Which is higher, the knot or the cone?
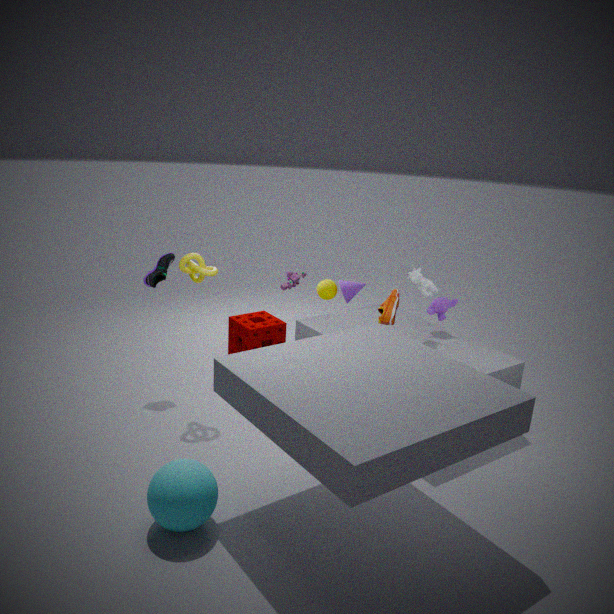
the knot
